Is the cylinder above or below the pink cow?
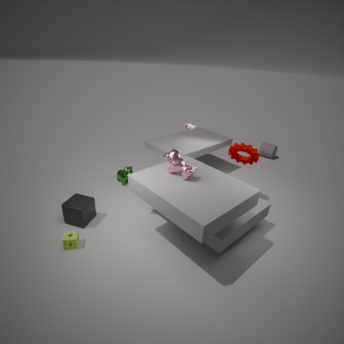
below
